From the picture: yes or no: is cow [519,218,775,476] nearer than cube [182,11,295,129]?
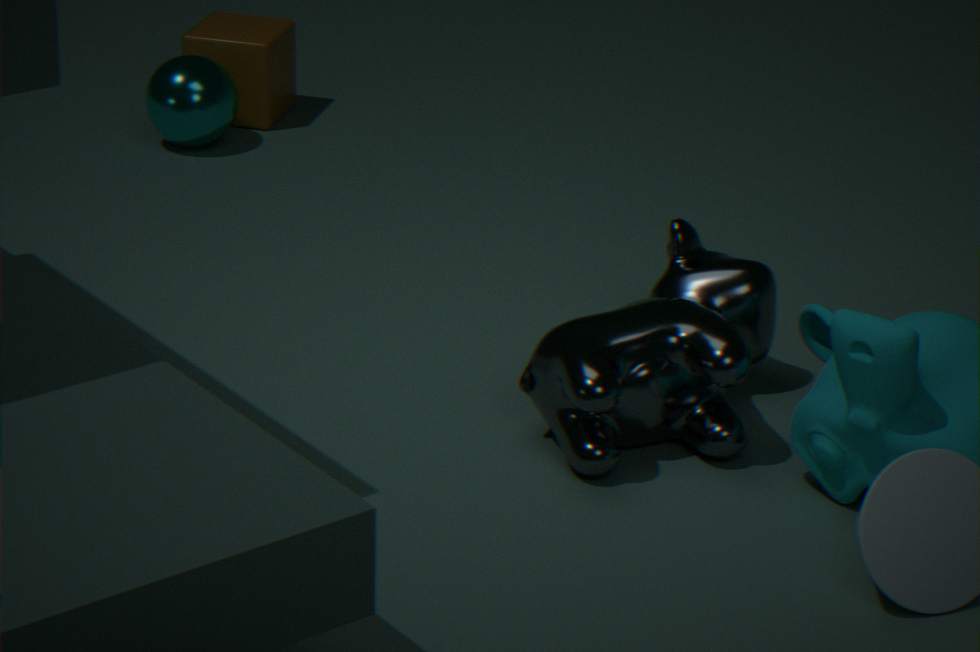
Yes
